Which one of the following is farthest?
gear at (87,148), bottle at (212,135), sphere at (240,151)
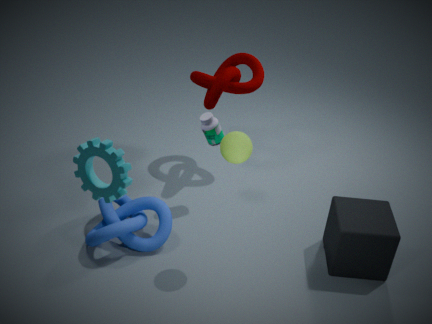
bottle at (212,135)
